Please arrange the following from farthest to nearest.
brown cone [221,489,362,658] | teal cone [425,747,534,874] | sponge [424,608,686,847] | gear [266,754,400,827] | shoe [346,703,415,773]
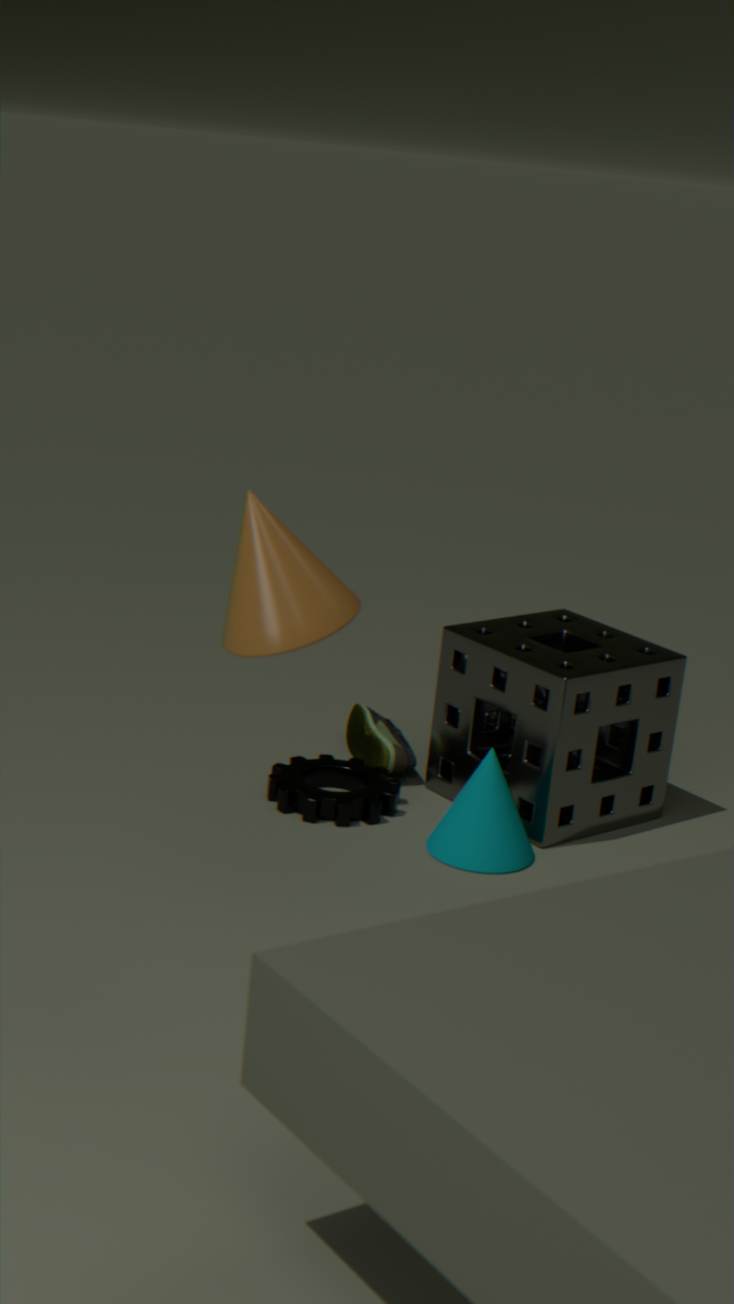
shoe [346,703,415,773], gear [266,754,400,827], sponge [424,608,686,847], teal cone [425,747,534,874], brown cone [221,489,362,658]
